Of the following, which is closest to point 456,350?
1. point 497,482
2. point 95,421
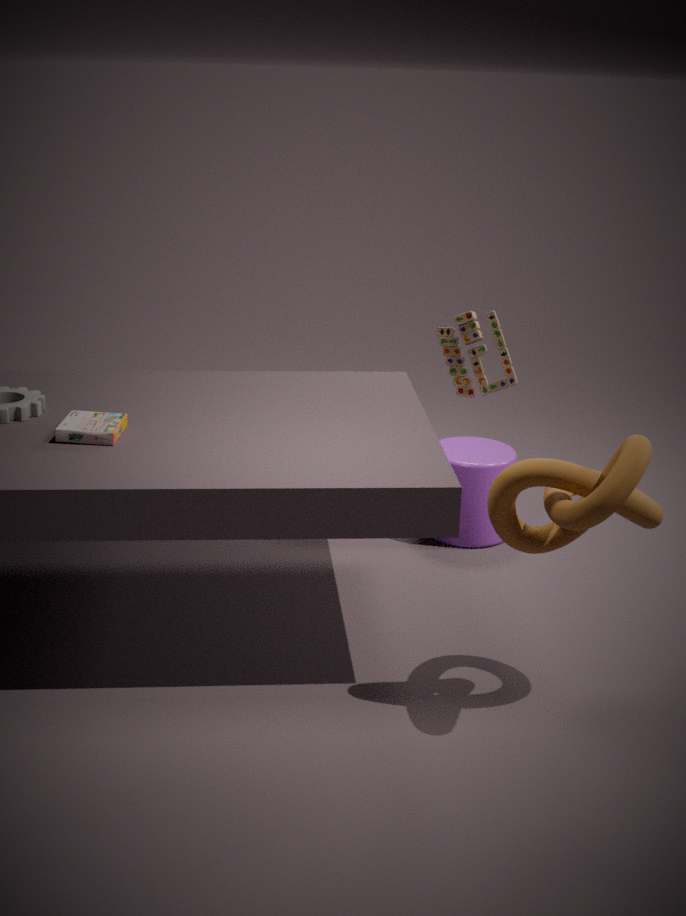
point 497,482
